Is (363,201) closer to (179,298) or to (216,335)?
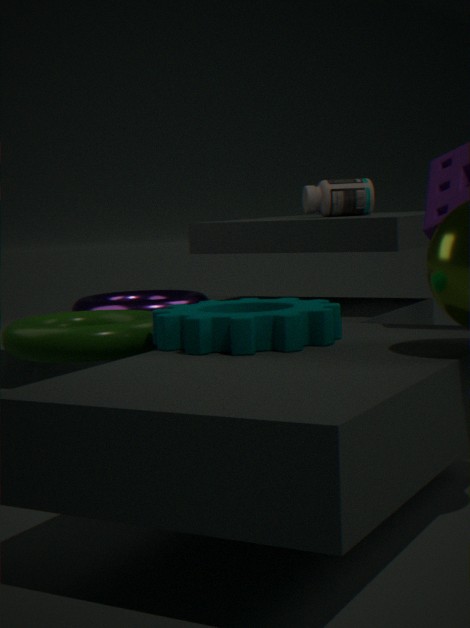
(179,298)
